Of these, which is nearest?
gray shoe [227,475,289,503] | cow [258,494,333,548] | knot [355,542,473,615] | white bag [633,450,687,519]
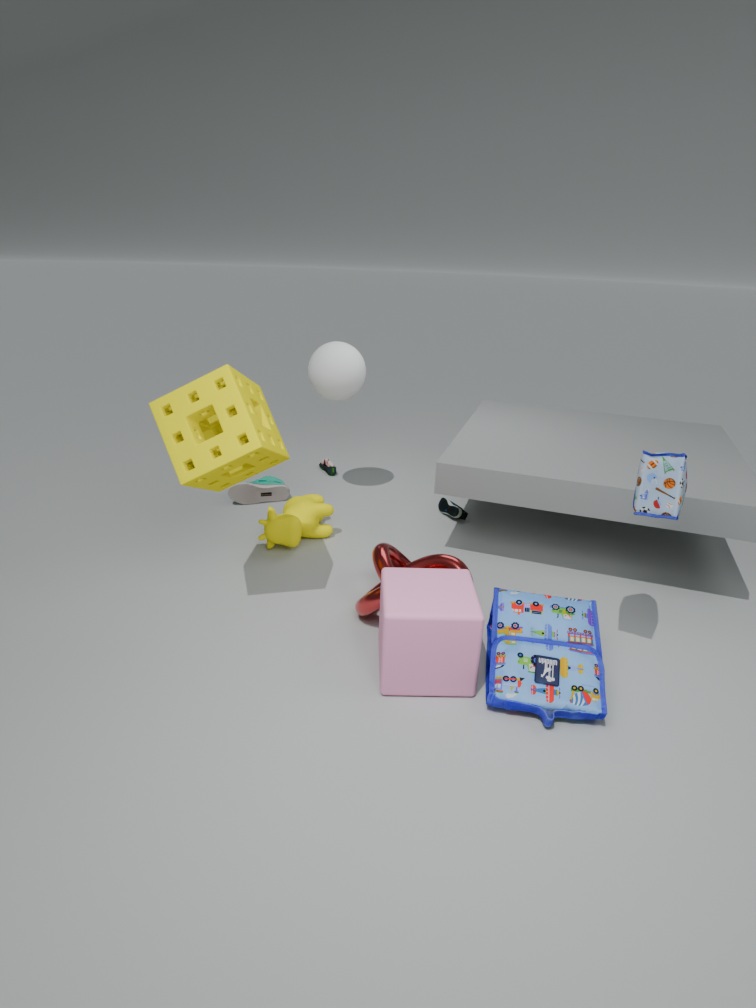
white bag [633,450,687,519]
